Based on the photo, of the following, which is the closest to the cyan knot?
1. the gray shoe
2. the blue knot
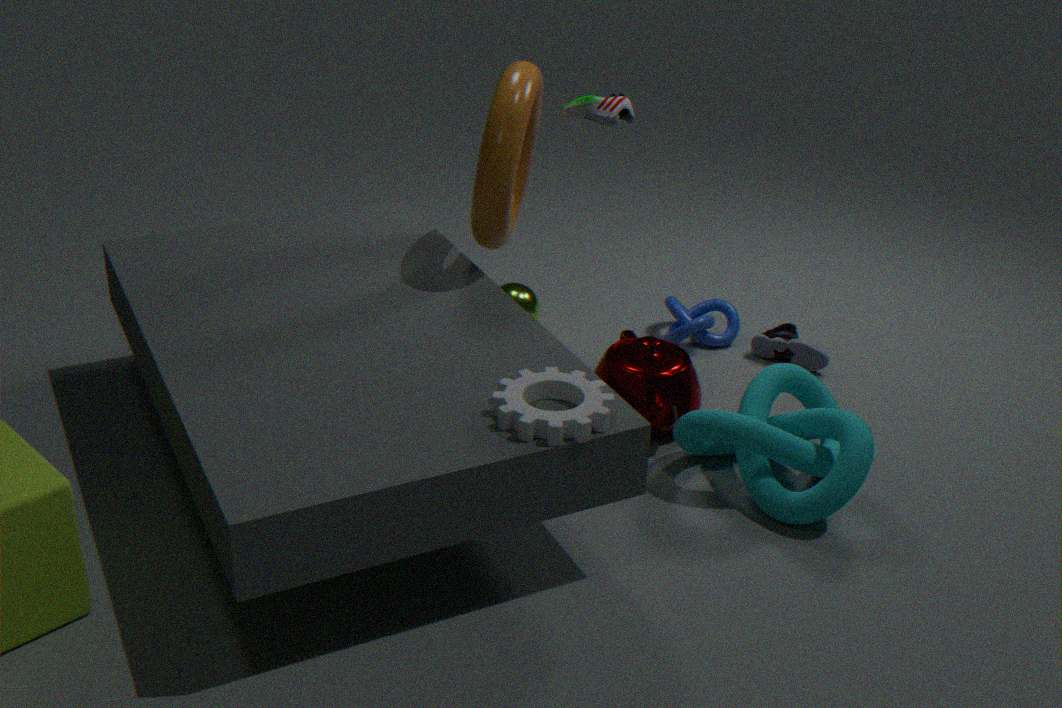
the blue knot
